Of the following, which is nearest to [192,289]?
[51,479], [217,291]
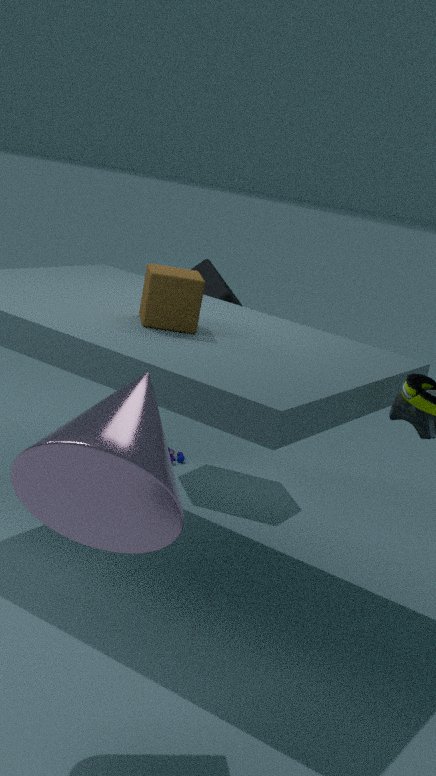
[51,479]
